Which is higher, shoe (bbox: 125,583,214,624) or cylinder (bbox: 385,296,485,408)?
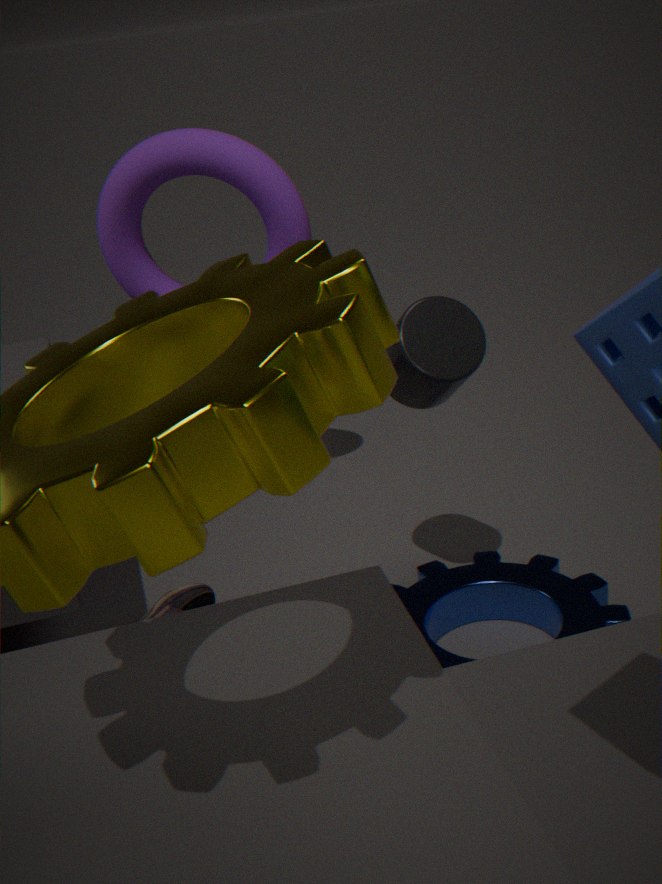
cylinder (bbox: 385,296,485,408)
